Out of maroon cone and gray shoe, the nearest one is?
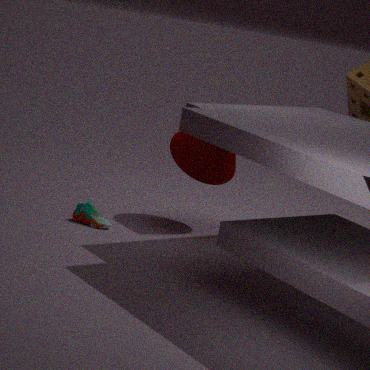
gray shoe
